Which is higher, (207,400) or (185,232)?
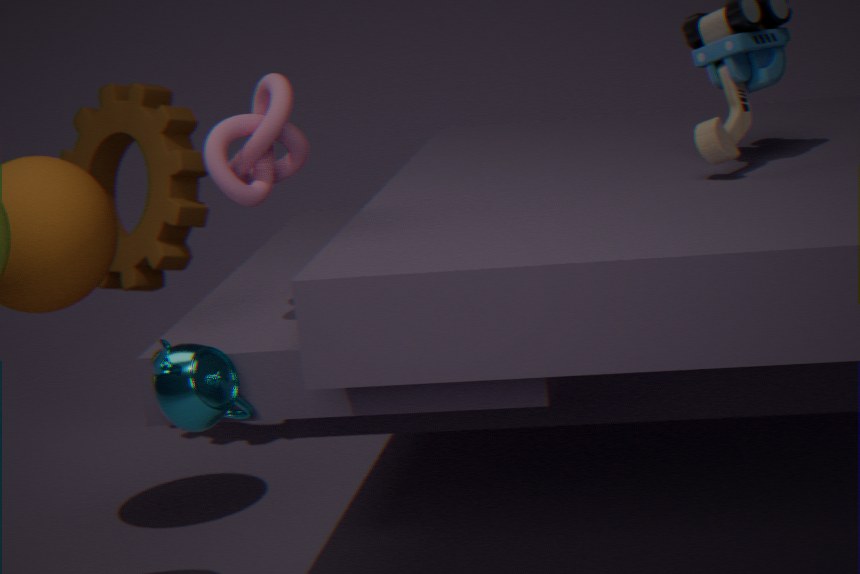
(185,232)
